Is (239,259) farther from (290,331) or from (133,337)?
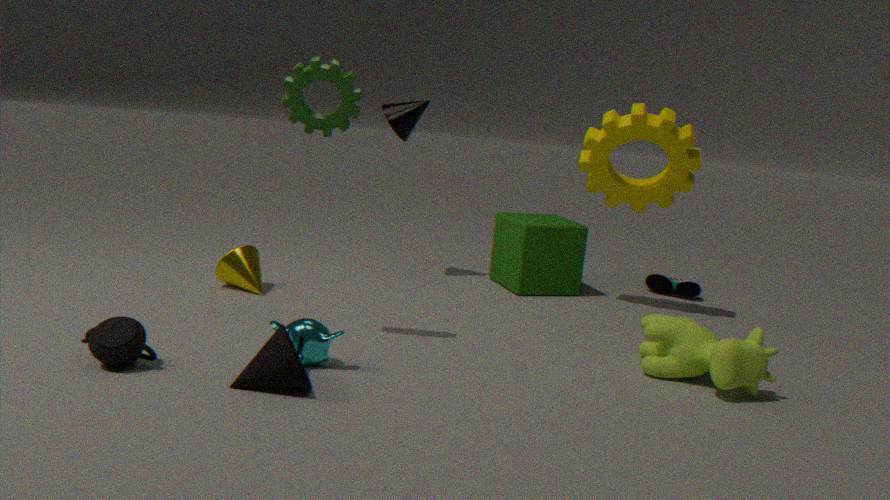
(133,337)
